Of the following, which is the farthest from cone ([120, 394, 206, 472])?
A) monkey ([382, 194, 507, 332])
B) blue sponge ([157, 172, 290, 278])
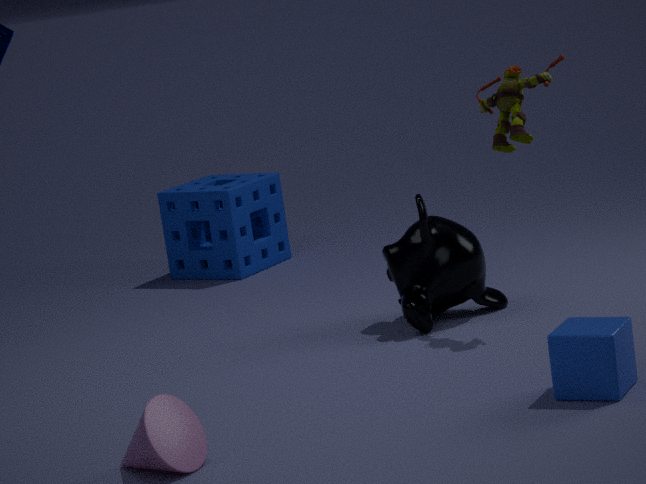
blue sponge ([157, 172, 290, 278])
